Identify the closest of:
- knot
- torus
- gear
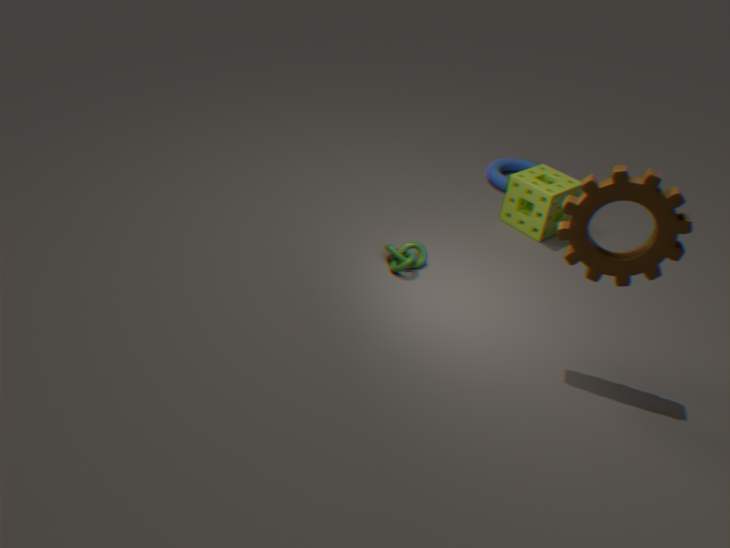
gear
